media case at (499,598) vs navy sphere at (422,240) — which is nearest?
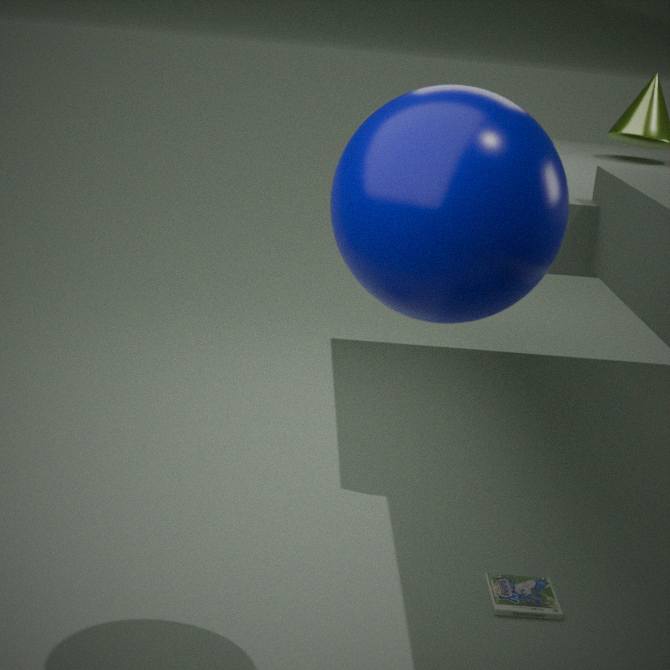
navy sphere at (422,240)
